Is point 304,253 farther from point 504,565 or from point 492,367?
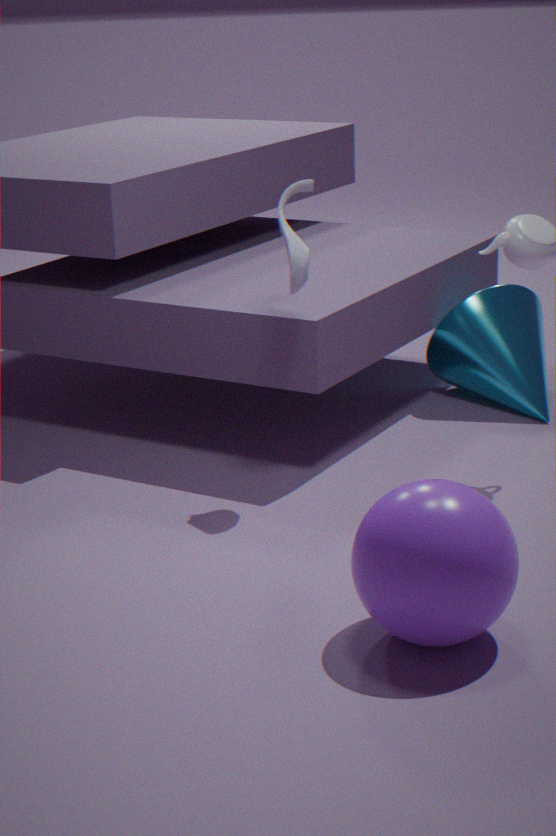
point 504,565
